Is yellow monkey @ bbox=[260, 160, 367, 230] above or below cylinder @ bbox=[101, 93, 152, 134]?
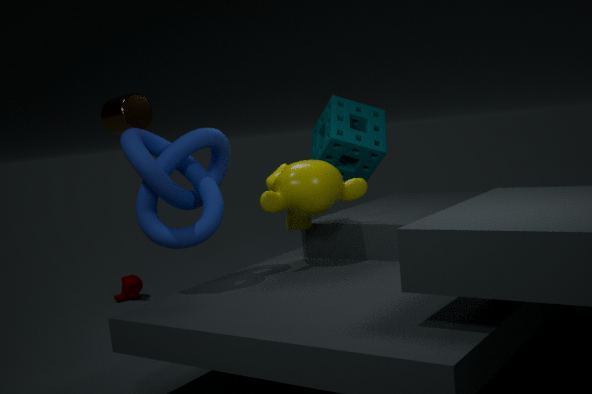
below
